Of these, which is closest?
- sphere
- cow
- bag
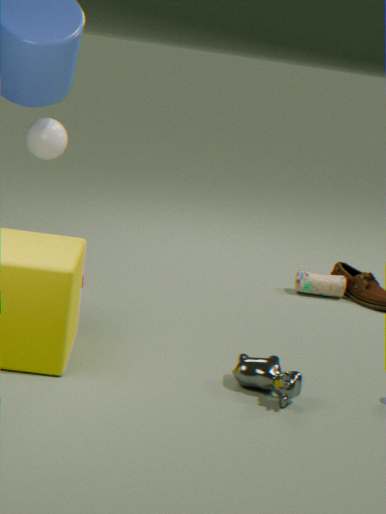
cow
